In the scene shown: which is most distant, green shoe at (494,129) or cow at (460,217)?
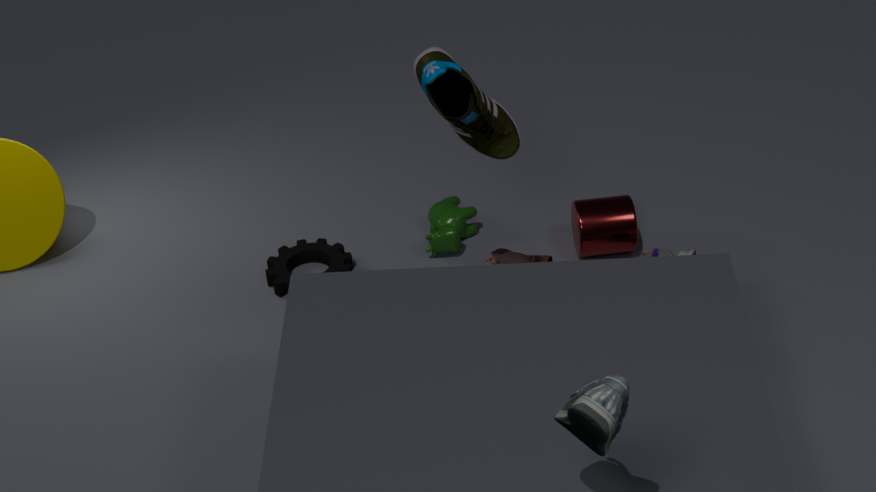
cow at (460,217)
